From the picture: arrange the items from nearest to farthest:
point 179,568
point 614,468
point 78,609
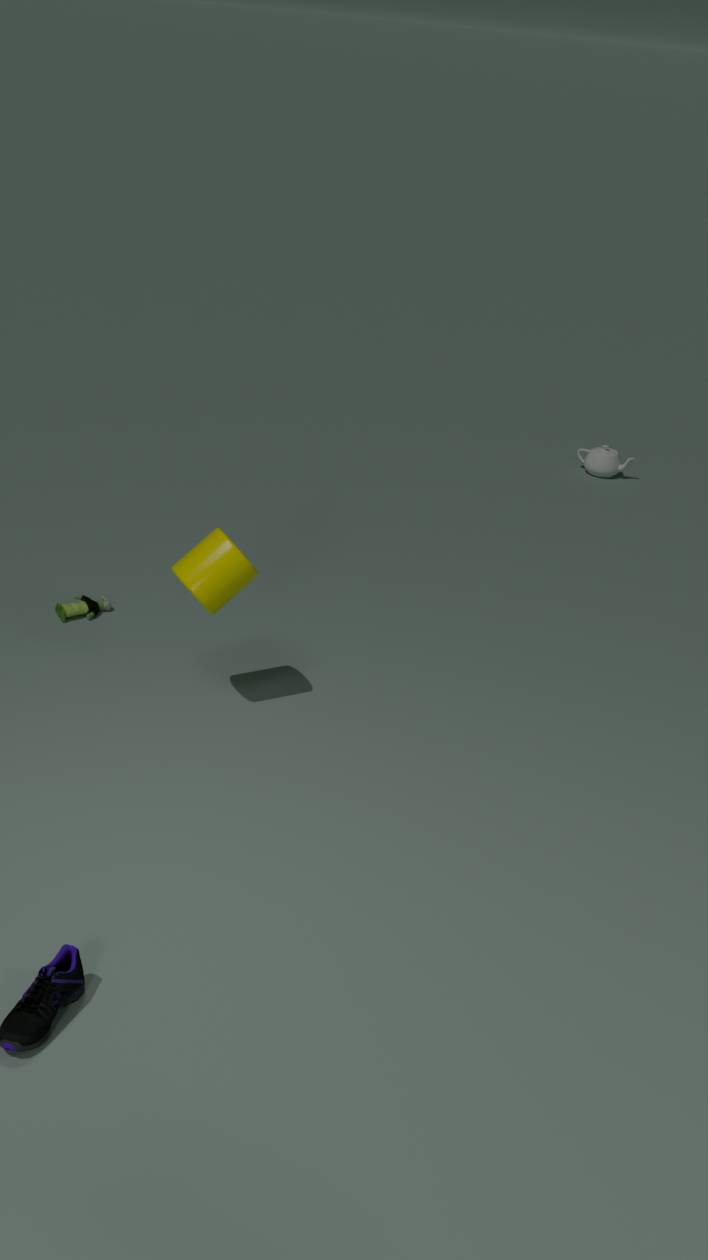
point 179,568, point 78,609, point 614,468
